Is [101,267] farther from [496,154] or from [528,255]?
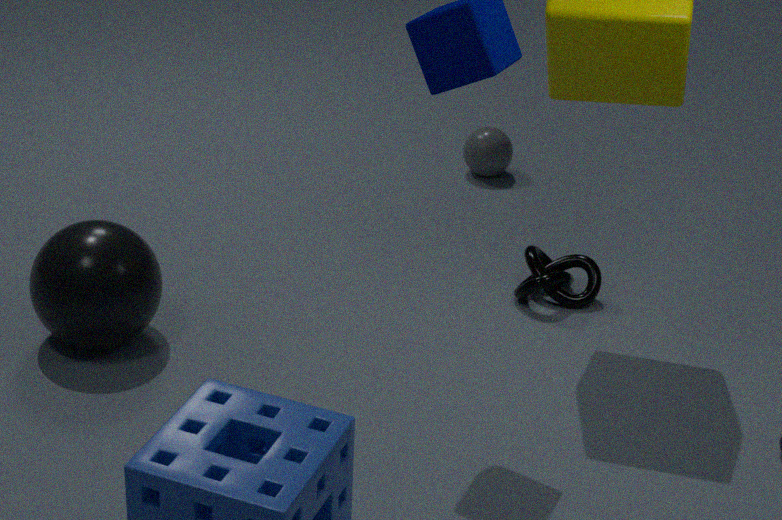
[496,154]
